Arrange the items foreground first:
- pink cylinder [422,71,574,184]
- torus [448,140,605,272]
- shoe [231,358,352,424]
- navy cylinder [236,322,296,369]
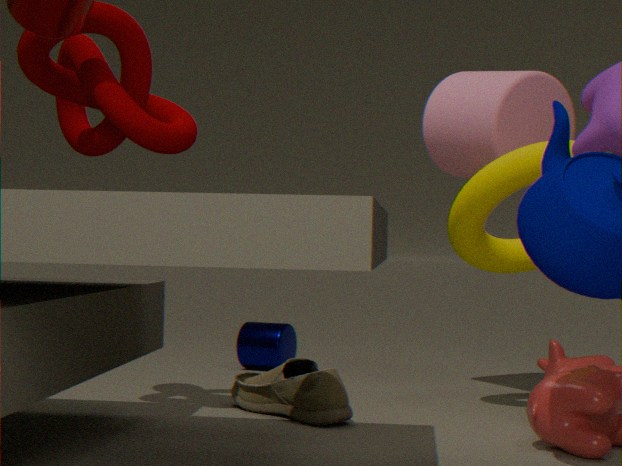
shoe [231,358,352,424]
torus [448,140,605,272]
pink cylinder [422,71,574,184]
navy cylinder [236,322,296,369]
